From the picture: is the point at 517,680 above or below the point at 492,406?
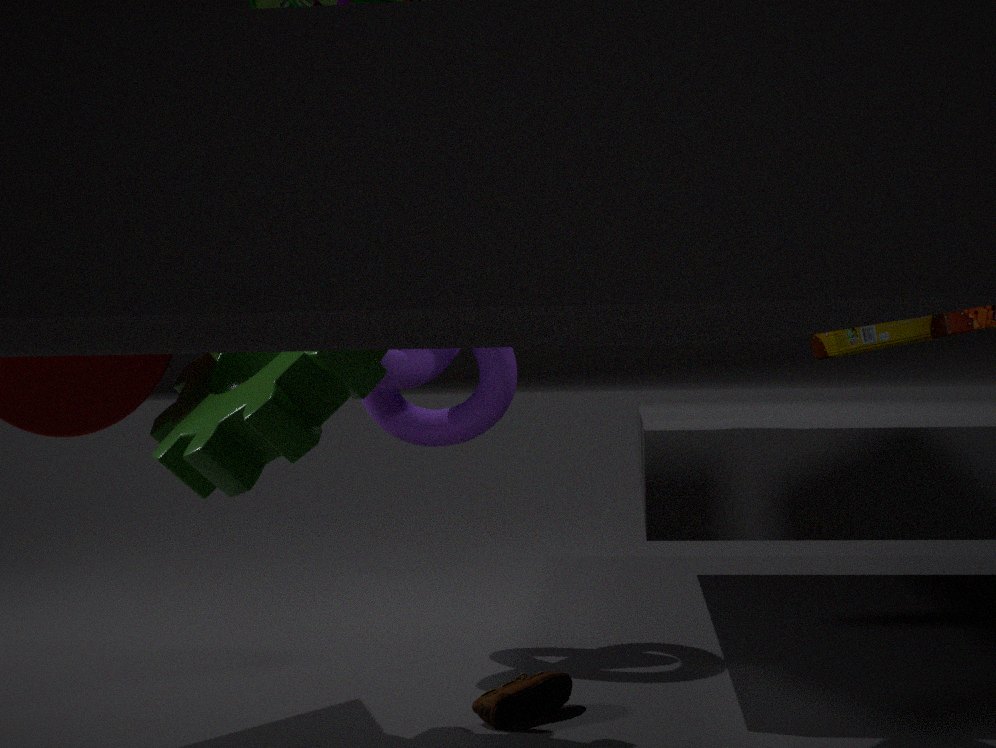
below
